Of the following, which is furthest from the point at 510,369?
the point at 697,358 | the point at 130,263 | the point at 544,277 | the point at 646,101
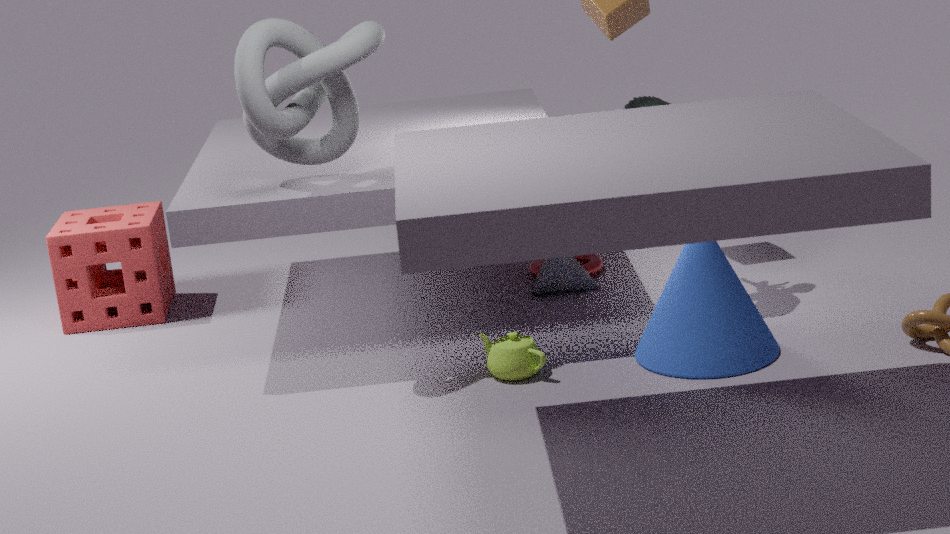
the point at 130,263
